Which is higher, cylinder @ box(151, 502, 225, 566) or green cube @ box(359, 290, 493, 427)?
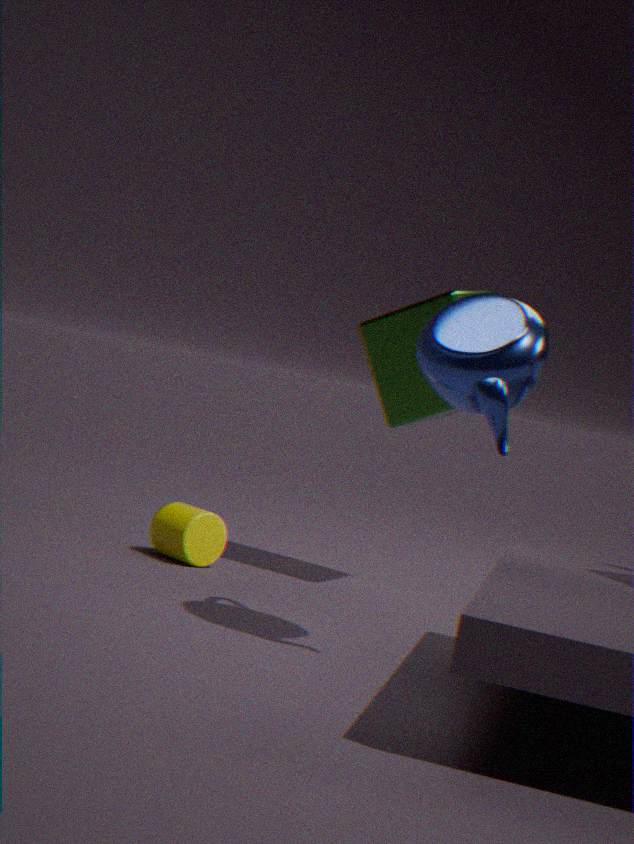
green cube @ box(359, 290, 493, 427)
